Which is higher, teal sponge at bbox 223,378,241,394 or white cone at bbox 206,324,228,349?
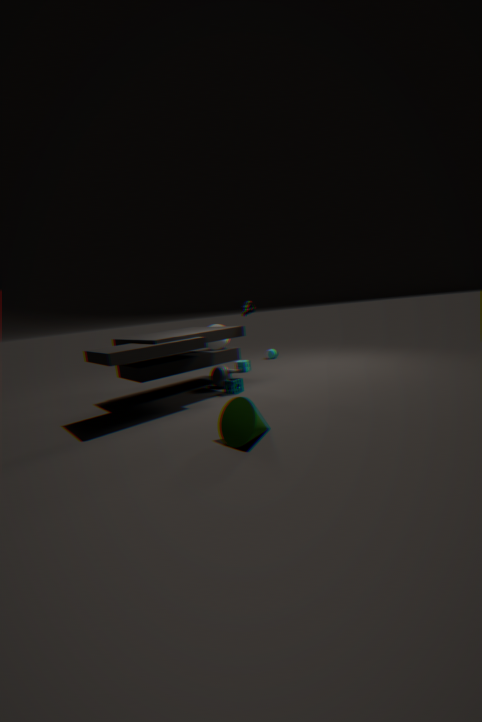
white cone at bbox 206,324,228,349
